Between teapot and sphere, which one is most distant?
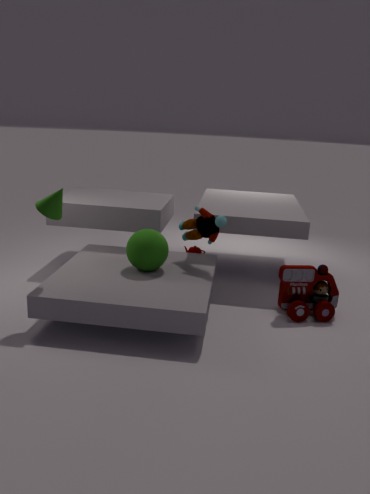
teapot
